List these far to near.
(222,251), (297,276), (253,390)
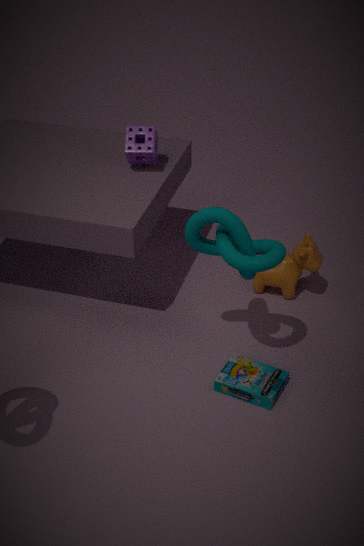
1. (297,276)
2. (253,390)
3. (222,251)
